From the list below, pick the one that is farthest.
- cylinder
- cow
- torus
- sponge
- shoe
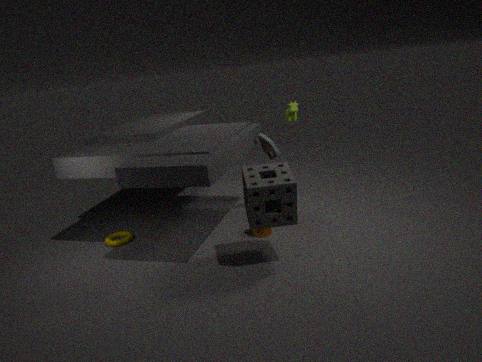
cow
